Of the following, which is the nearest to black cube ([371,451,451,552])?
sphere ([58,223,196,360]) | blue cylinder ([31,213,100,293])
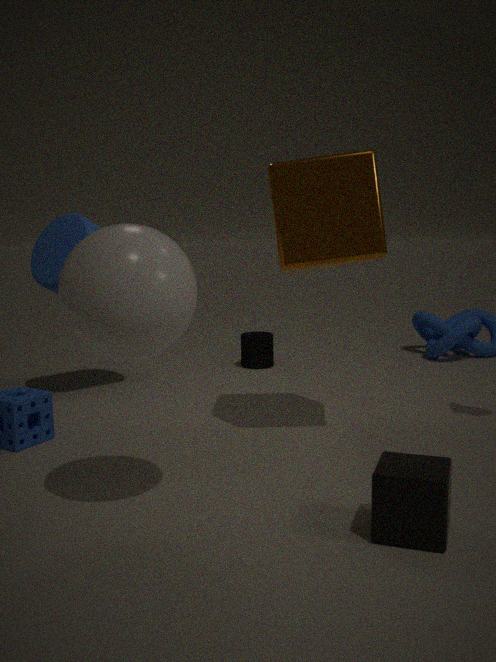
sphere ([58,223,196,360])
